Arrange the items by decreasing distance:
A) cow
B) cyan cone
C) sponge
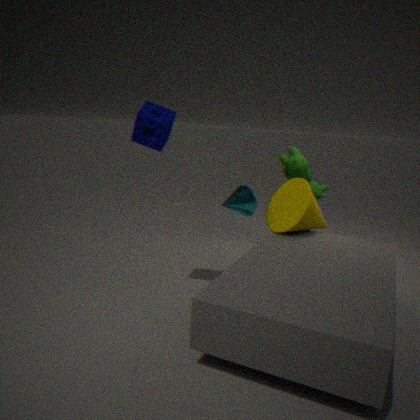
cow
cyan cone
sponge
